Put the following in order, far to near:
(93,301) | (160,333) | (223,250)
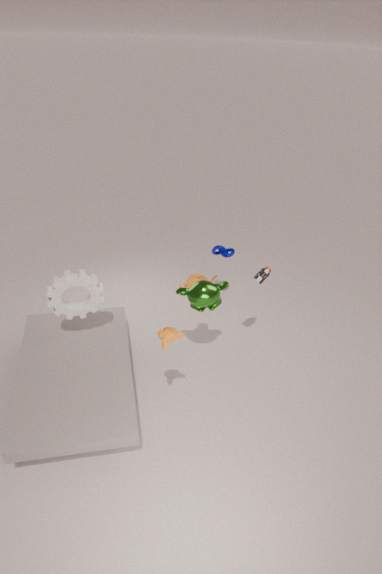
1. (223,250)
2. (93,301)
3. (160,333)
